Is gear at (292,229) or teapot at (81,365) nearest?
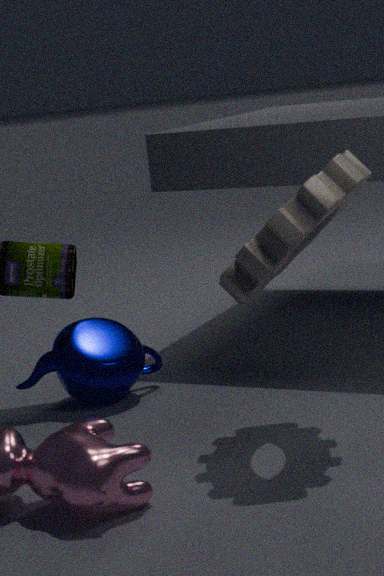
gear at (292,229)
